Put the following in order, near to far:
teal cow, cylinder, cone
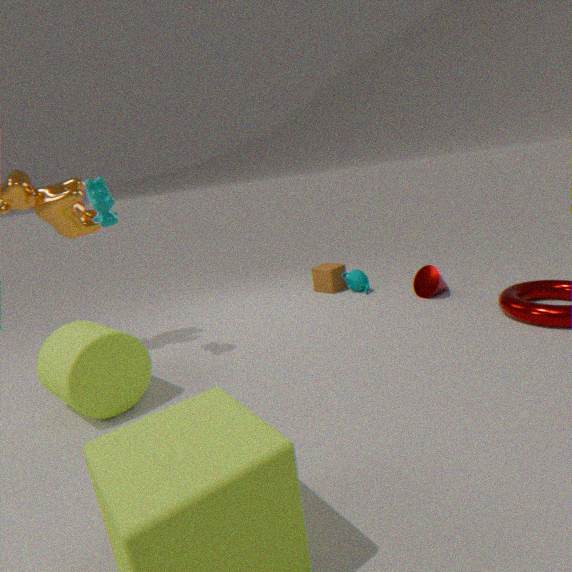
cylinder
teal cow
cone
